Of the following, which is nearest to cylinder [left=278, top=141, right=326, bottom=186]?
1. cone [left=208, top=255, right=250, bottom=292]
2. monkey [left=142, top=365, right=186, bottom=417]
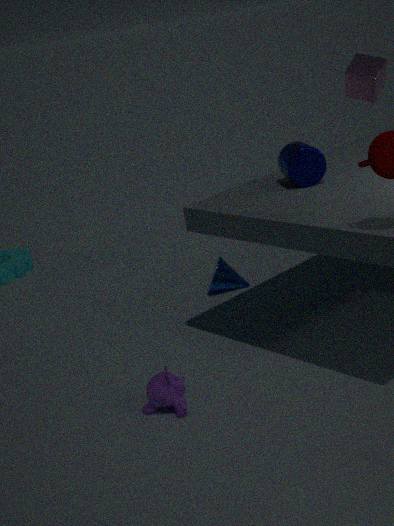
cone [left=208, top=255, right=250, bottom=292]
